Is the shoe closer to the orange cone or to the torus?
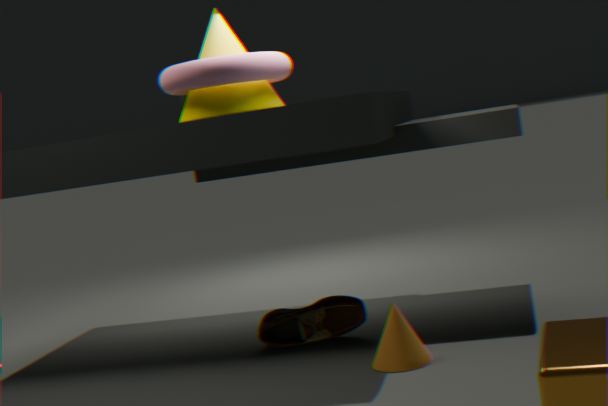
the orange cone
